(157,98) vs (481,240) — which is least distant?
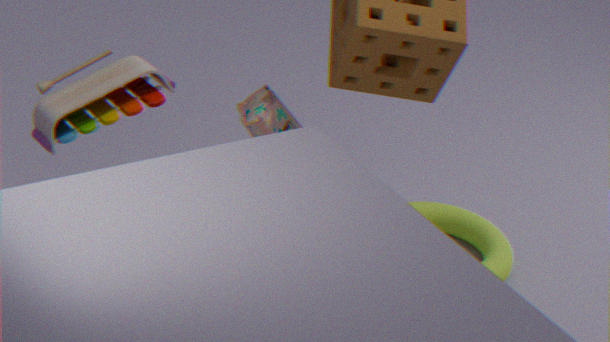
(157,98)
